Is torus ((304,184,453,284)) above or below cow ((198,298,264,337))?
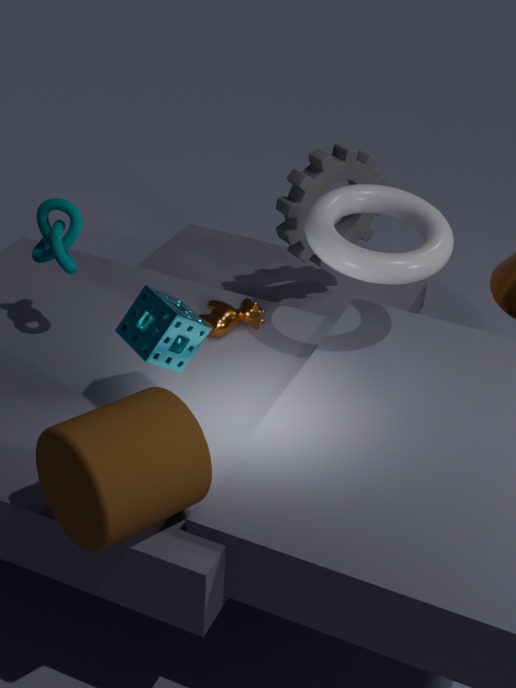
above
